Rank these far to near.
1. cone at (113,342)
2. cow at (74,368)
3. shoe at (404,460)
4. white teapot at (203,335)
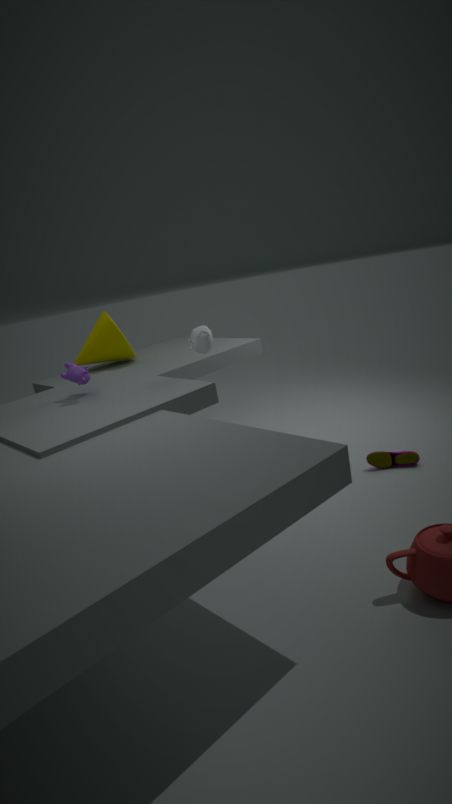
cone at (113,342)
shoe at (404,460)
white teapot at (203,335)
cow at (74,368)
